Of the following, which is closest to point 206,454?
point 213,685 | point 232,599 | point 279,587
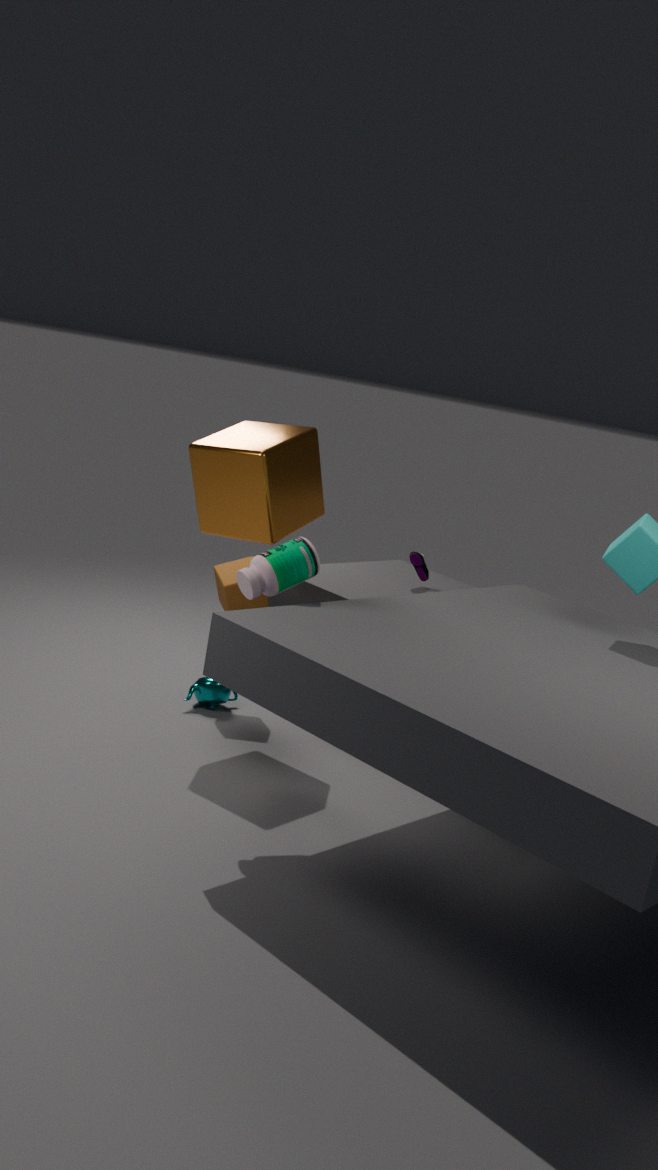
point 232,599
